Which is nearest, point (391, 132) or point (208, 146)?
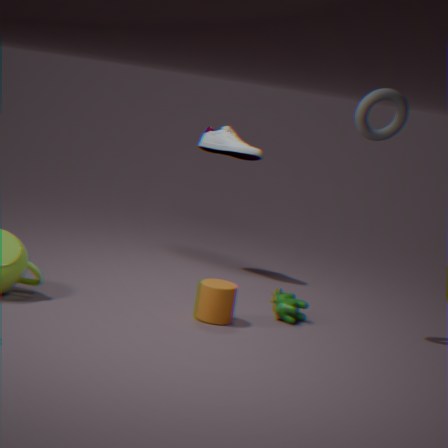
point (391, 132)
